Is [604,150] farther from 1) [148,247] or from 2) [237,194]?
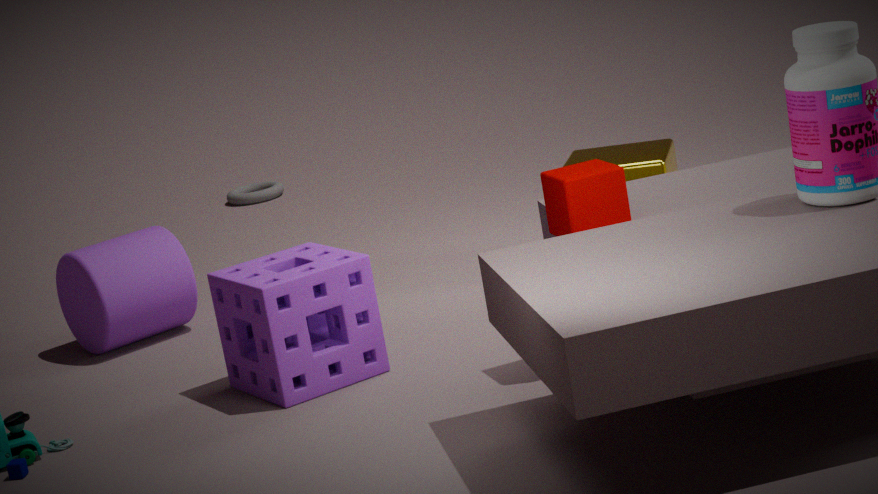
2) [237,194]
